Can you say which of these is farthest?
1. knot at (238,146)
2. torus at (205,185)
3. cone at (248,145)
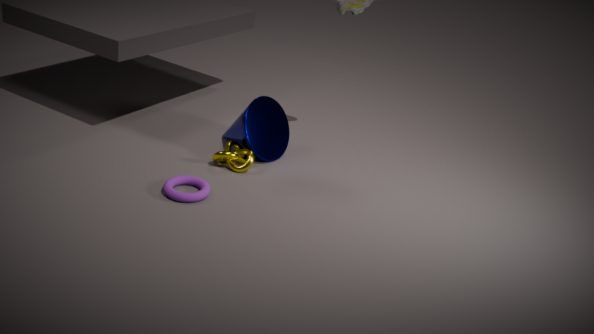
cone at (248,145)
